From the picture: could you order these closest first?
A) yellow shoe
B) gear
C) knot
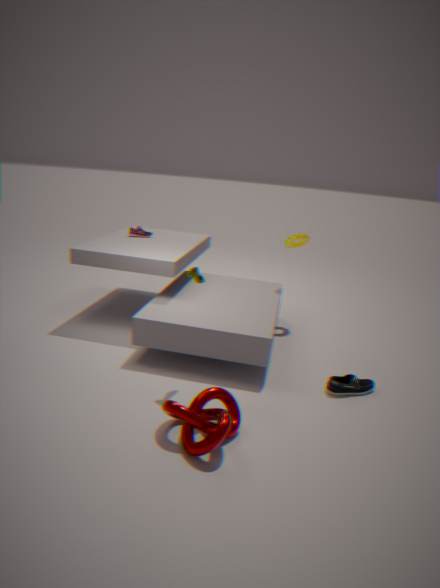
knot
yellow shoe
gear
